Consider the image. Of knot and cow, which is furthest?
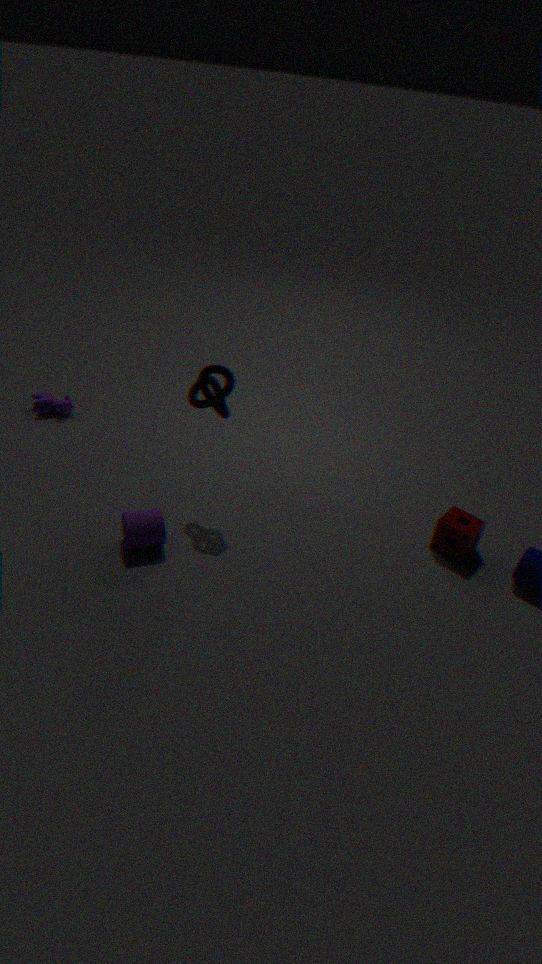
cow
